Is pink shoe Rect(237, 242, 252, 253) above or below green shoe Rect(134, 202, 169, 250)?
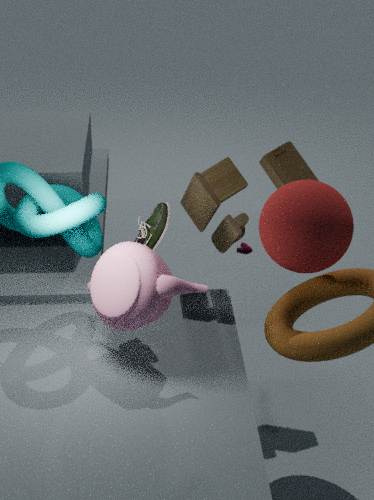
below
